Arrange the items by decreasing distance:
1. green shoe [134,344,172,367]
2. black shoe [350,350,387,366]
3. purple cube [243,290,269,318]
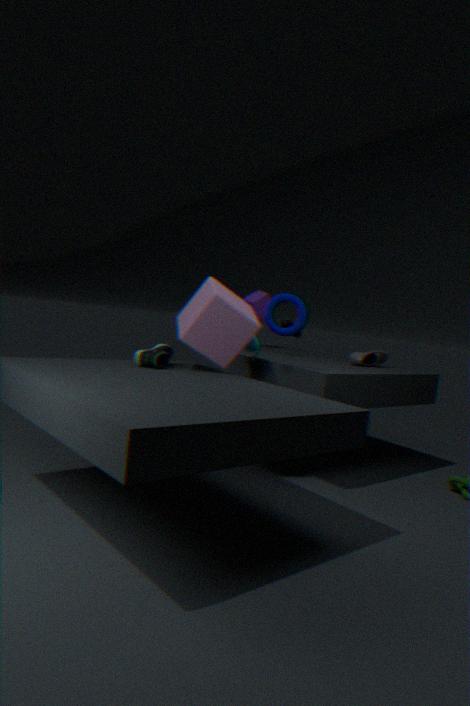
purple cube [243,290,269,318], black shoe [350,350,387,366], green shoe [134,344,172,367]
